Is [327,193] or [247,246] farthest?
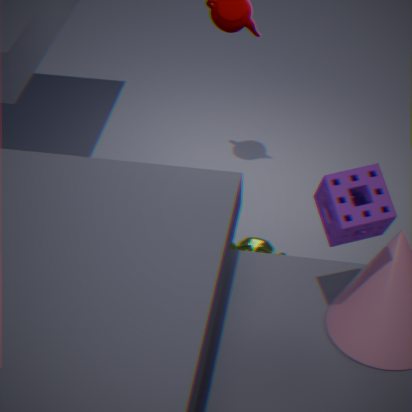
[247,246]
